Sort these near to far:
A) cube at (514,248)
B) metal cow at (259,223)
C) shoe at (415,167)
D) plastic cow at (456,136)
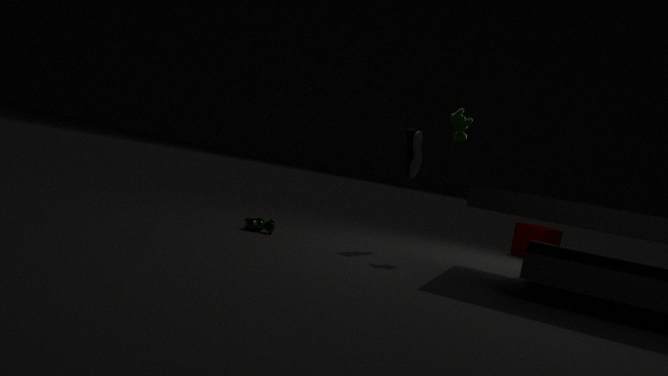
1. plastic cow at (456,136)
2. metal cow at (259,223)
3. shoe at (415,167)
4. cube at (514,248)
